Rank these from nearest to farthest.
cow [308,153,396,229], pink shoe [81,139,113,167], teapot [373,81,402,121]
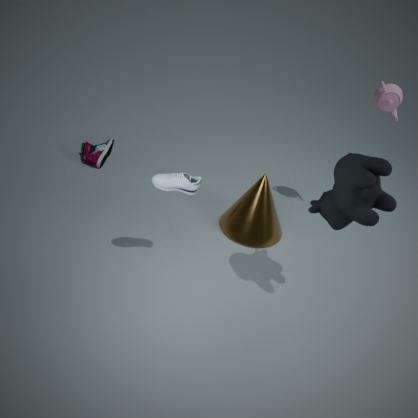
cow [308,153,396,229] < teapot [373,81,402,121] < pink shoe [81,139,113,167]
